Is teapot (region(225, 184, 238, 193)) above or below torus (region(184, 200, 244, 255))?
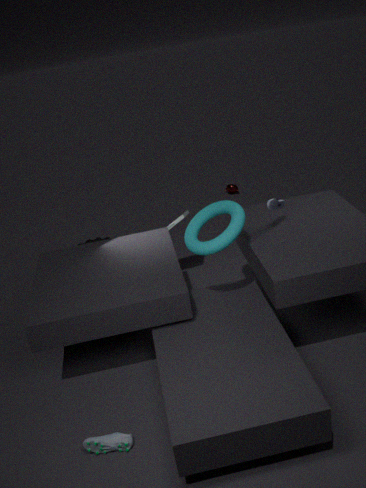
below
